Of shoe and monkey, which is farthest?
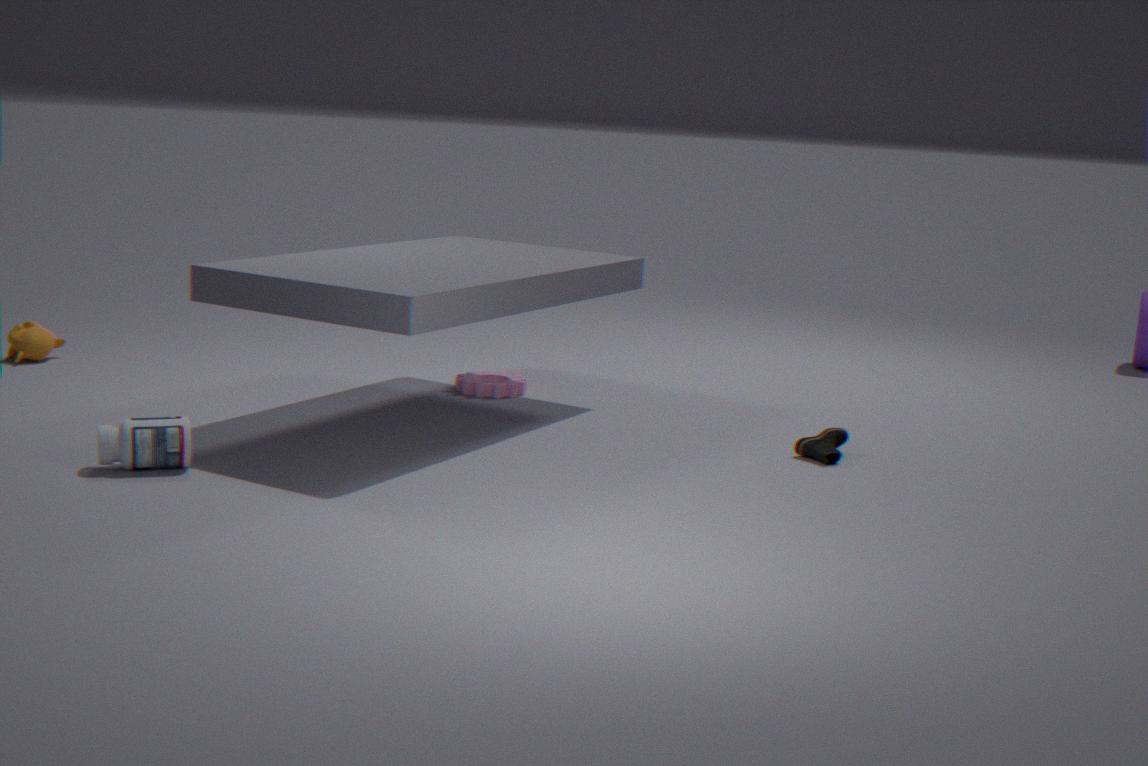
monkey
